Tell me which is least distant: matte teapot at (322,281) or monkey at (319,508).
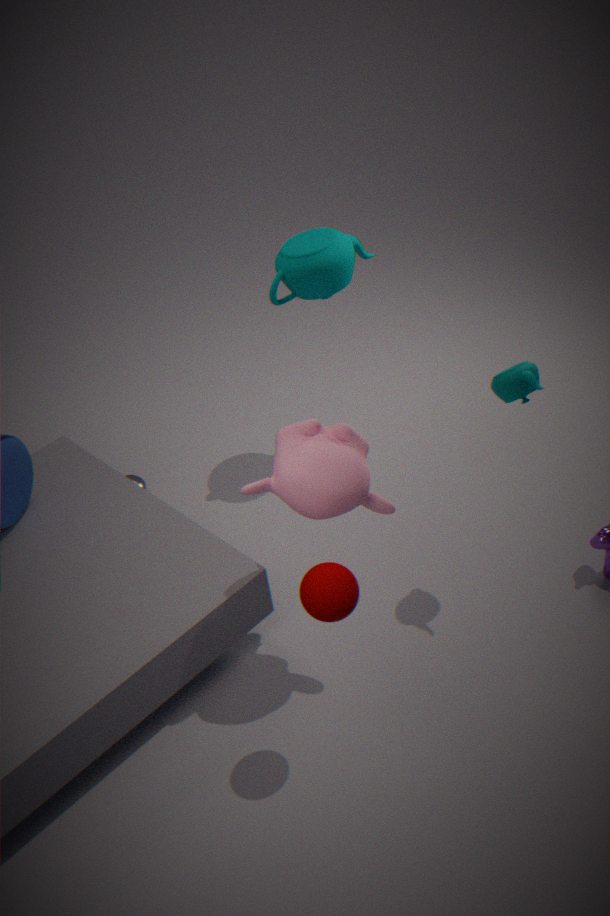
monkey at (319,508)
